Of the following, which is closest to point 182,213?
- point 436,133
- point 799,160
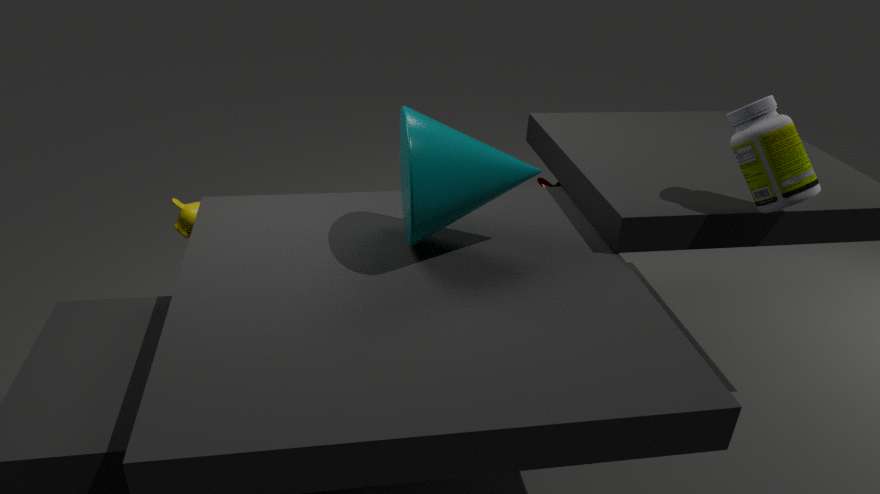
point 436,133
